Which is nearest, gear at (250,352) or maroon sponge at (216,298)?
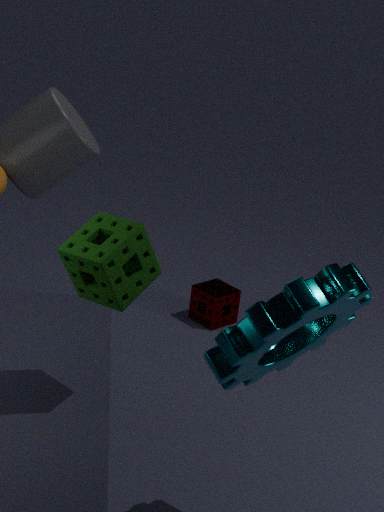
gear at (250,352)
